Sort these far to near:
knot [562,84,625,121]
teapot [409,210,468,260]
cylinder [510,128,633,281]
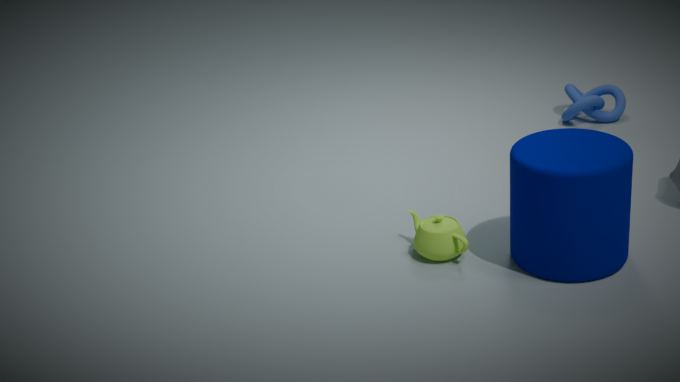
knot [562,84,625,121] → teapot [409,210,468,260] → cylinder [510,128,633,281]
